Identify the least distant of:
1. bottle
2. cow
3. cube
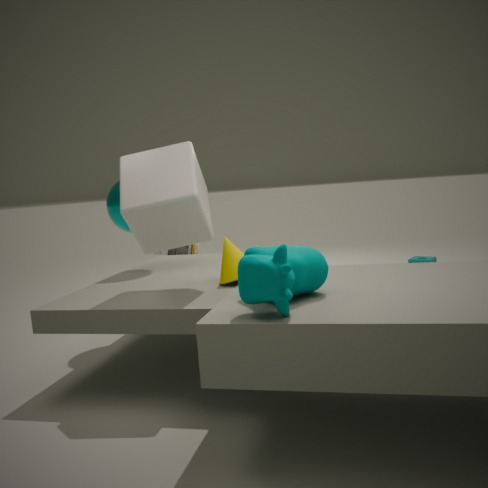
cow
